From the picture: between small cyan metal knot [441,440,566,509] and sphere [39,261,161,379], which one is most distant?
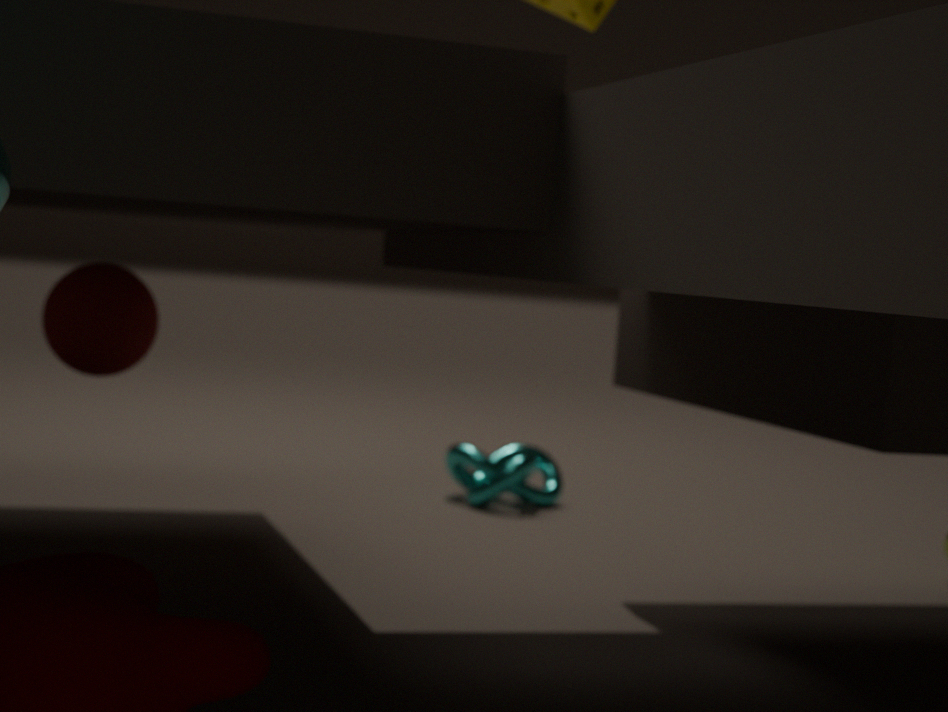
small cyan metal knot [441,440,566,509]
